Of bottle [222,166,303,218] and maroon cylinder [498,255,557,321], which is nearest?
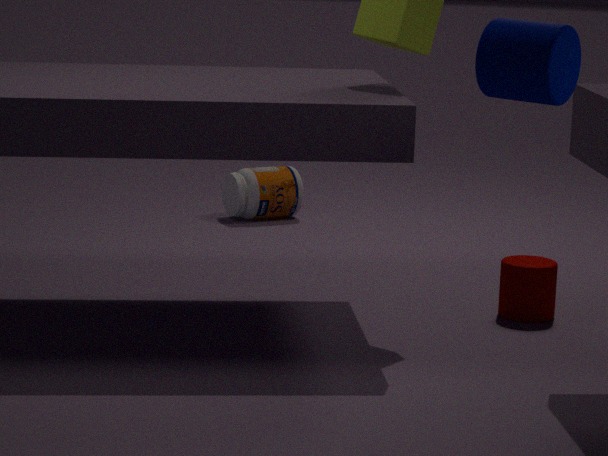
maroon cylinder [498,255,557,321]
